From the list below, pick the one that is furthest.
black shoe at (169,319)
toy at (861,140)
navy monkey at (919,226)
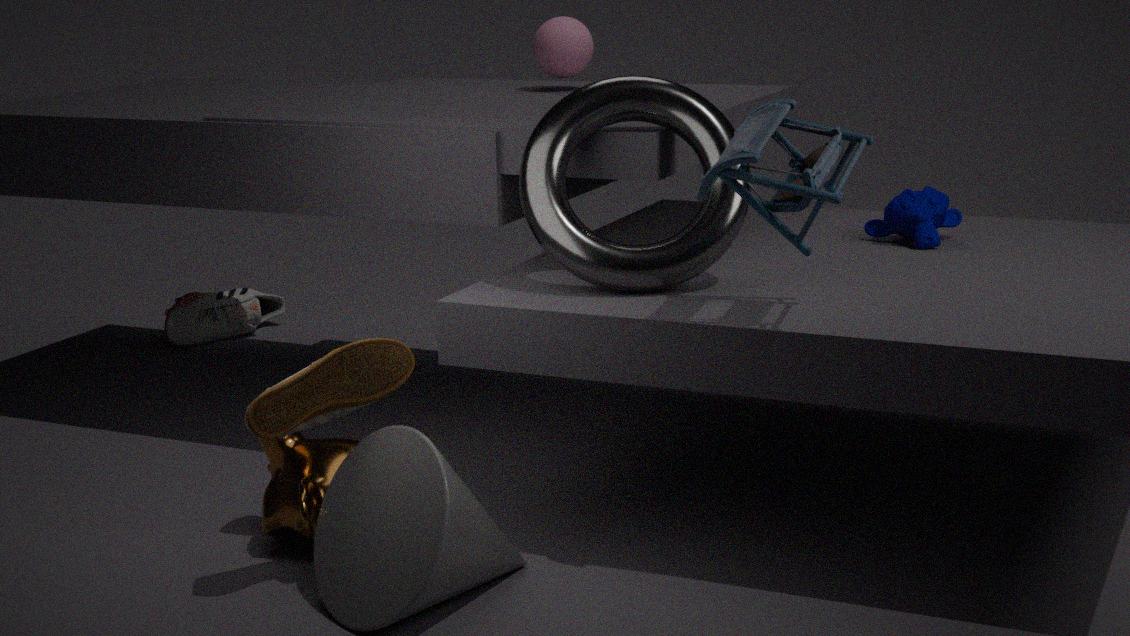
black shoe at (169,319)
